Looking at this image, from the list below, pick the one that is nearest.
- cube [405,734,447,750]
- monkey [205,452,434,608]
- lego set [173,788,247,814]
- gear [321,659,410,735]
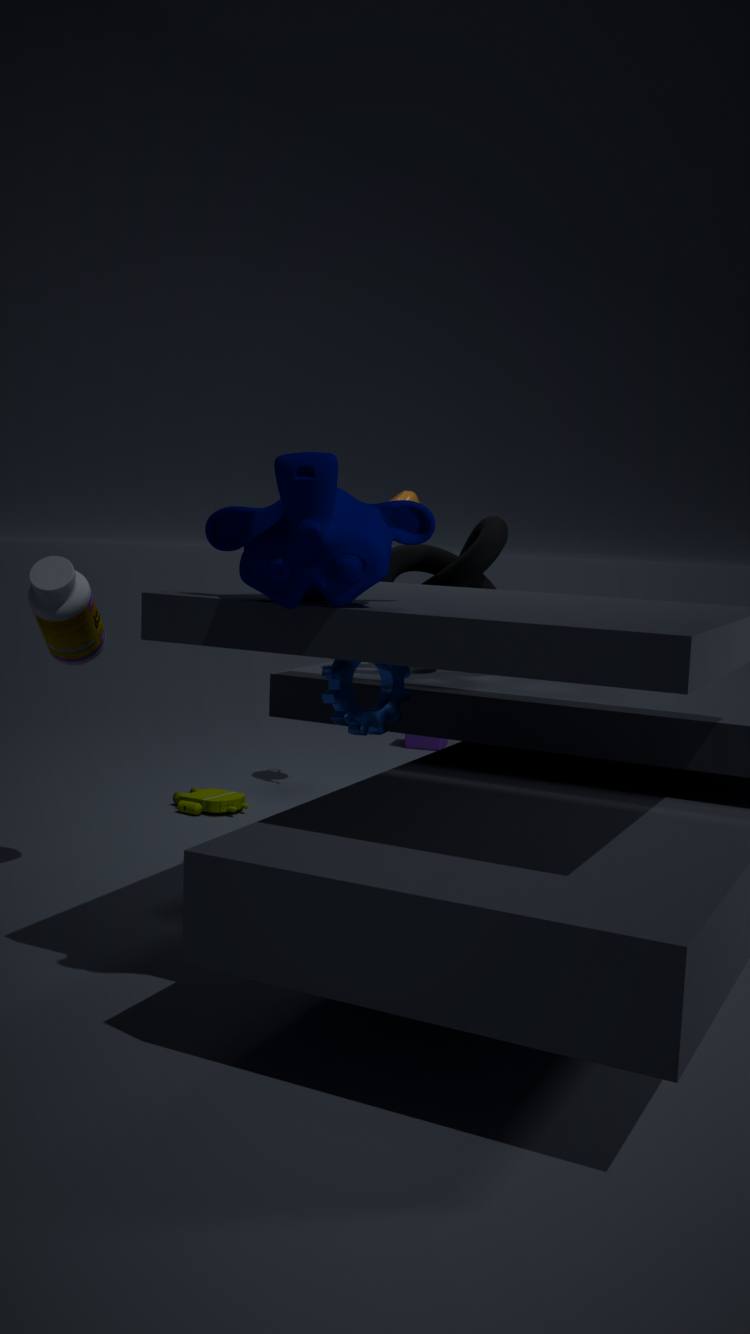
monkey [205,452,434,608]
